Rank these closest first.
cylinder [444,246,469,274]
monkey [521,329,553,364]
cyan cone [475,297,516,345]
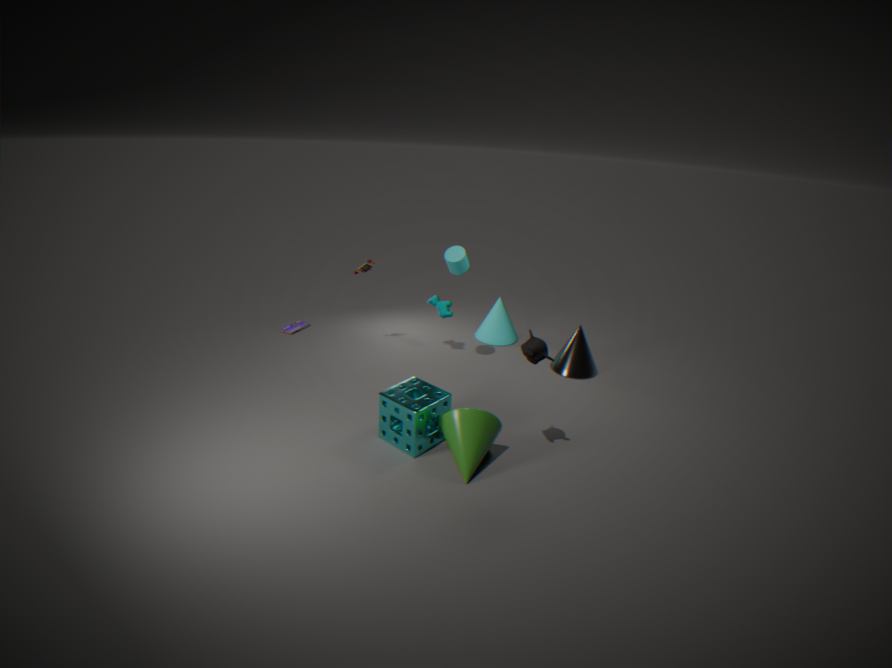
monkey [521,329,553,364], cylinder [444,246,469,274], cyan cone [475,297,516,345]
